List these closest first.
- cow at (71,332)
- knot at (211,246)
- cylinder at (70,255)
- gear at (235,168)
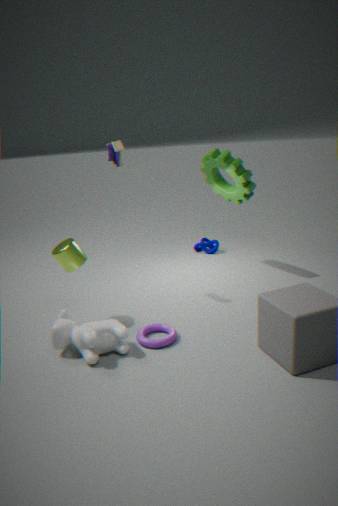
cow at (71,332)
cylinder at (70,255)
gear at (235,168)
knot at (211,246)
